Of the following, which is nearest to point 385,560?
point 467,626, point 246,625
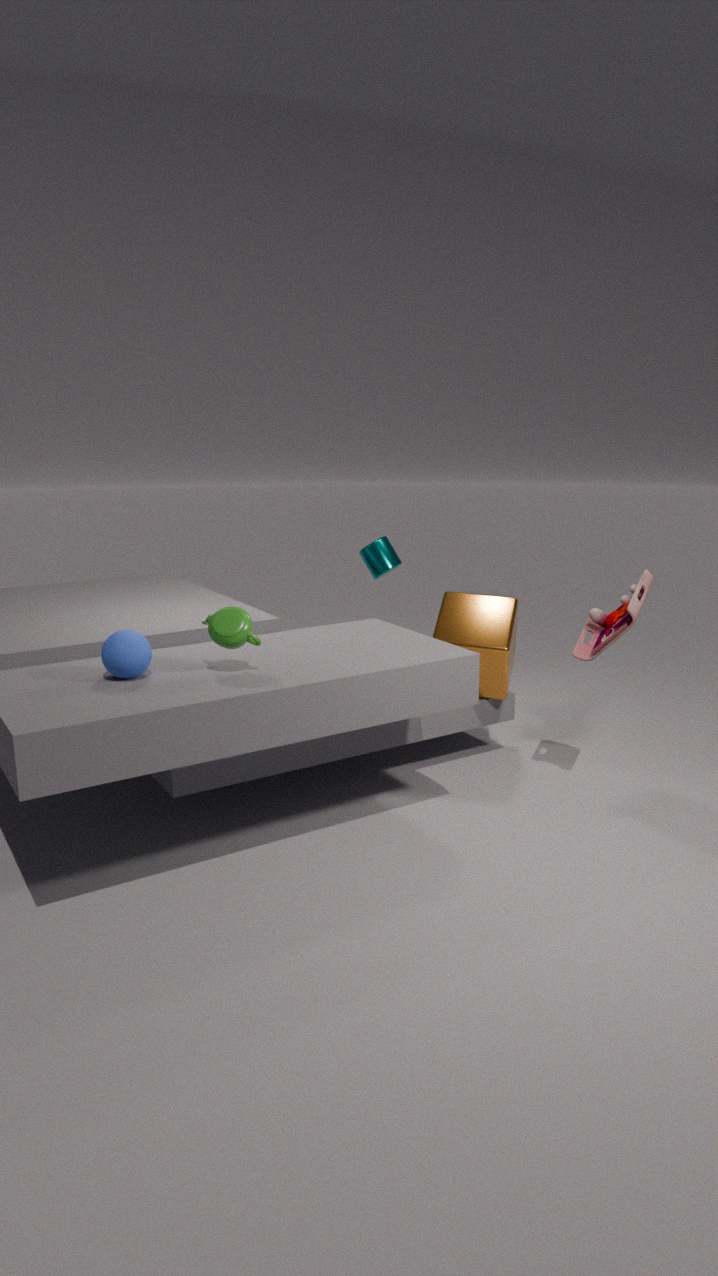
point 467,626
